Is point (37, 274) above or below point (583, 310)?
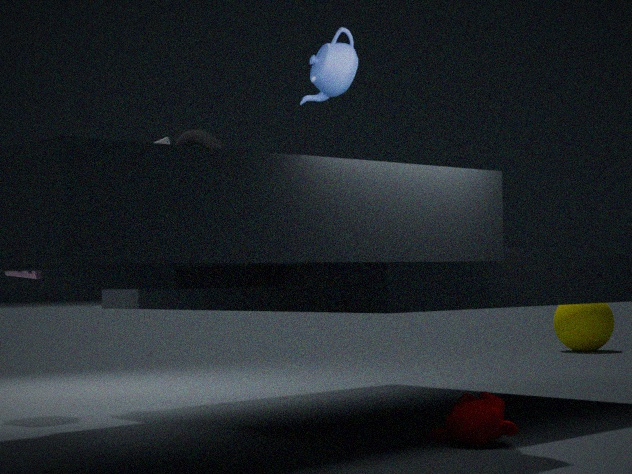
above
